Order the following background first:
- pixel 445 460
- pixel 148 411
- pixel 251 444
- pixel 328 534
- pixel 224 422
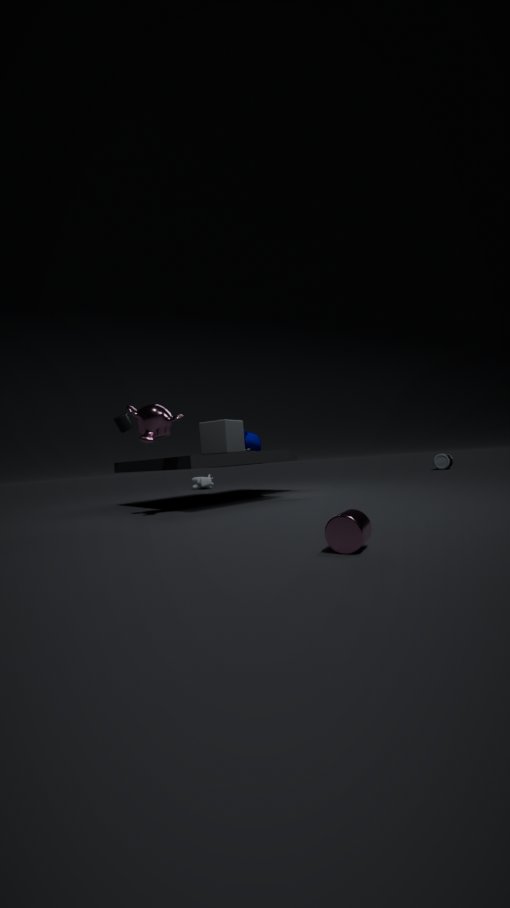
pixel 445 460 < pixel 251 444 < pixel 224 422 < pixel 148 411 < pixel 328 534
